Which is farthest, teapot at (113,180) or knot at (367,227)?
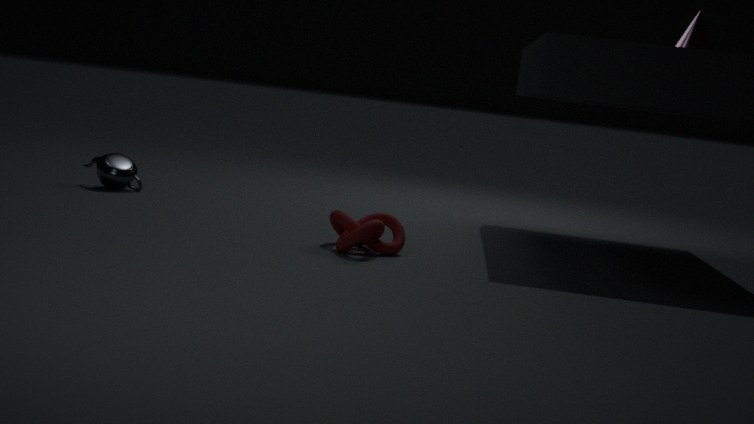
teapot at (113,180)
